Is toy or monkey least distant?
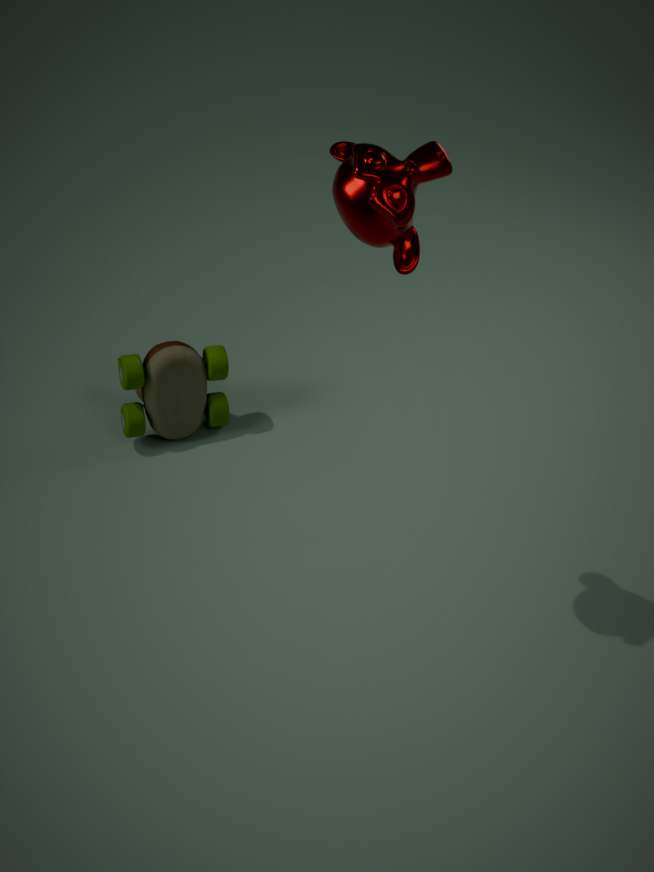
monkey
